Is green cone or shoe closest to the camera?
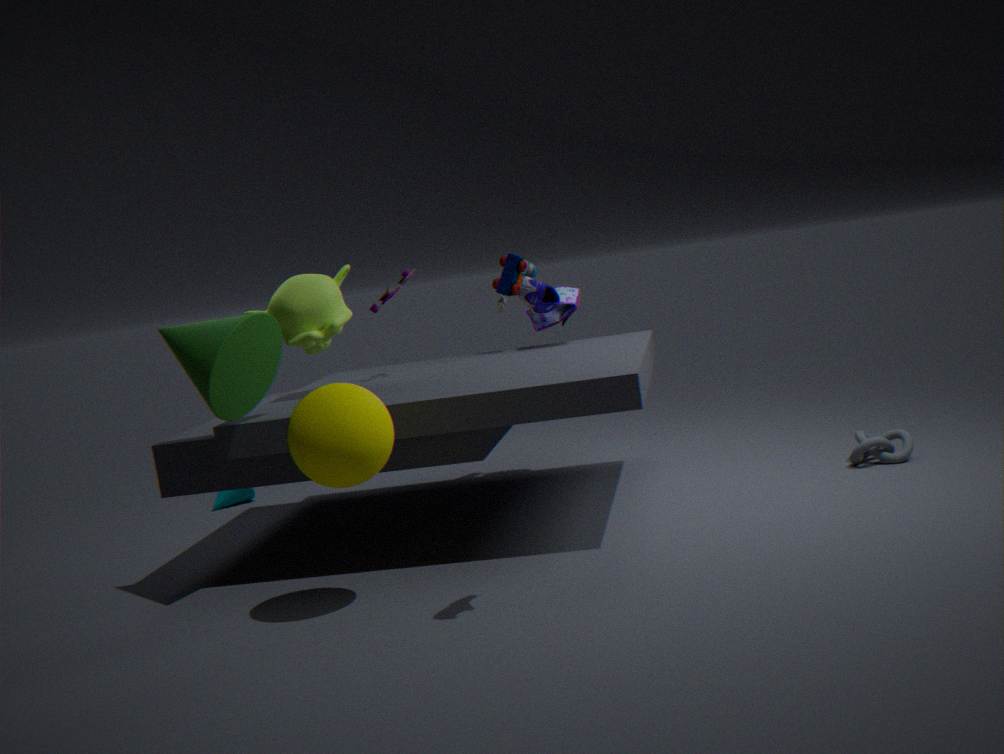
shoe
